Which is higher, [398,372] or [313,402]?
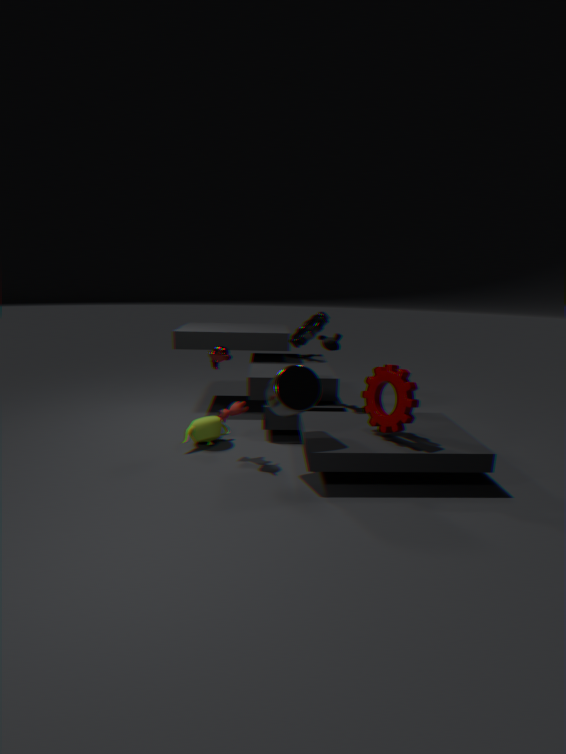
[313,402]
